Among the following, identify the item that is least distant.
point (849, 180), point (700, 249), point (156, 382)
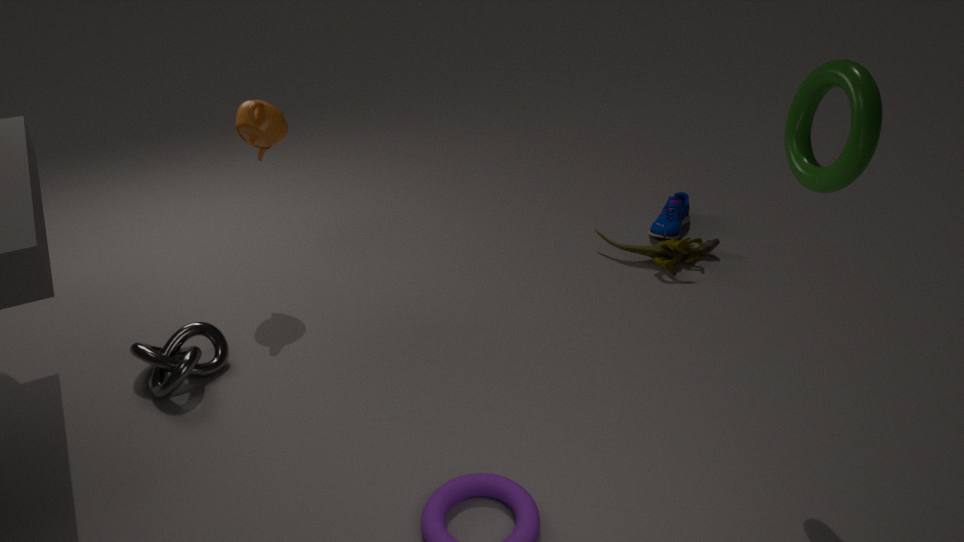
point (849, 180)
